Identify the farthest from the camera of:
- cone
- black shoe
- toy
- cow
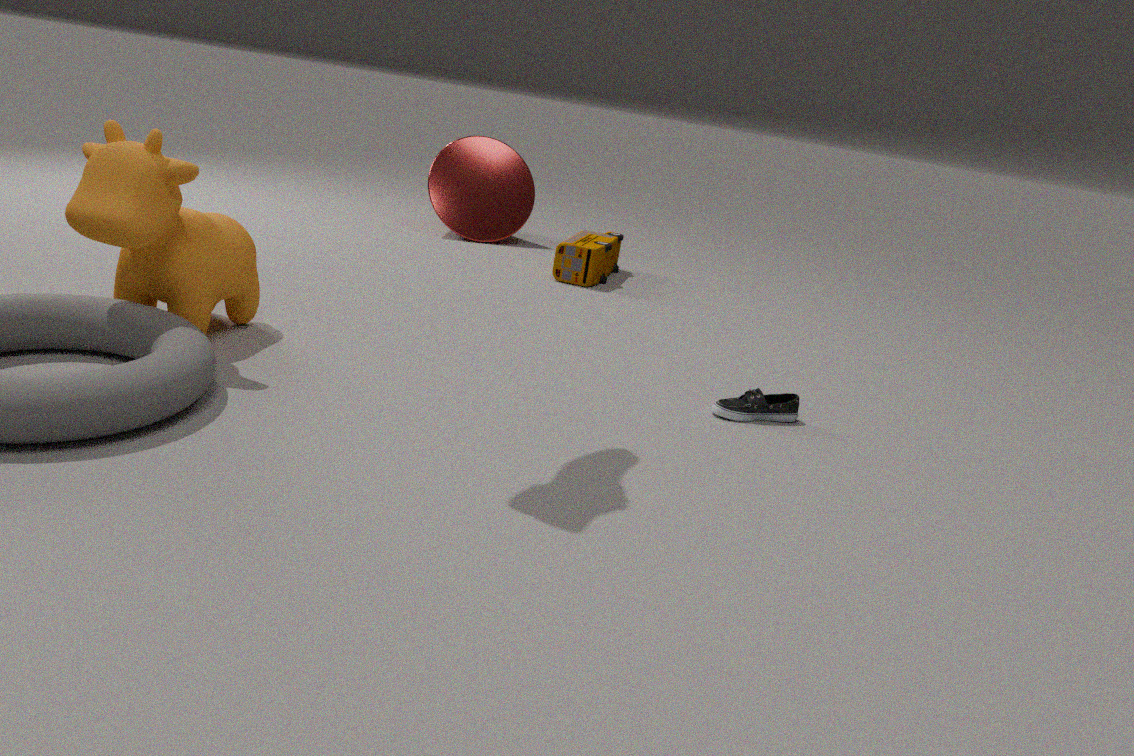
cone
